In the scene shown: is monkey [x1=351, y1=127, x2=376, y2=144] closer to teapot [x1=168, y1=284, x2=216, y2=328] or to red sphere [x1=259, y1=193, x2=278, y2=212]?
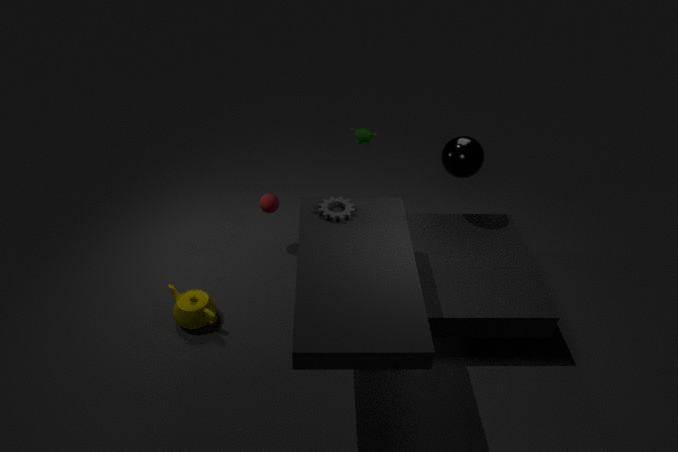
red sphere [x1=259, y1=193, x2=278, y2=212]
